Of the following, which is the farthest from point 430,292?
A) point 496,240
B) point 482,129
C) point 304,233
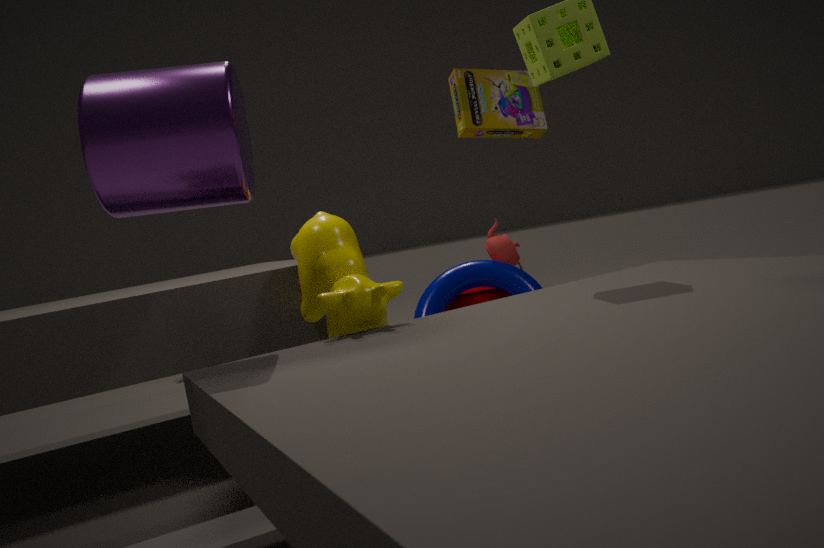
point 482,129
